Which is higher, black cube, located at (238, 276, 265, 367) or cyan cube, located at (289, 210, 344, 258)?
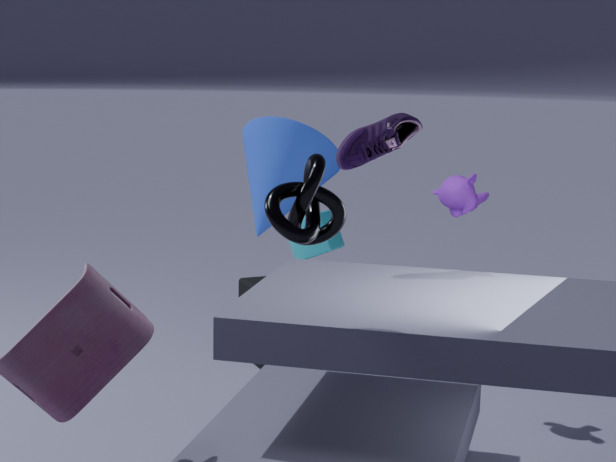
cyan cube, located at (289, 210, 344, 258)
